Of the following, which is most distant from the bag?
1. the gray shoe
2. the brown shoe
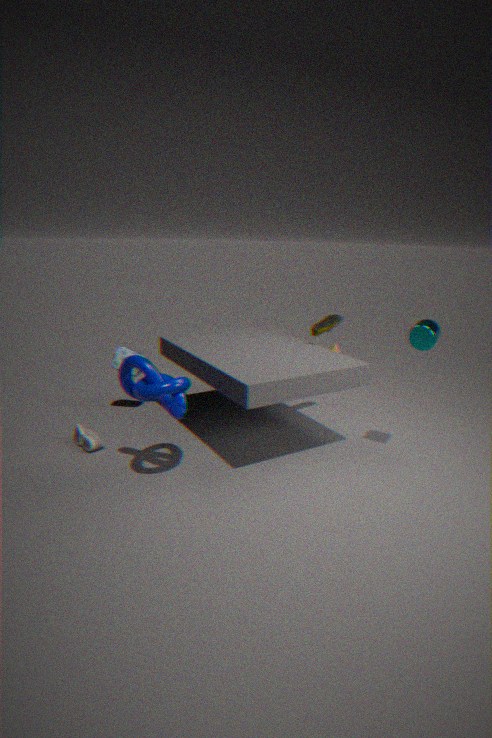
the brown shoe
